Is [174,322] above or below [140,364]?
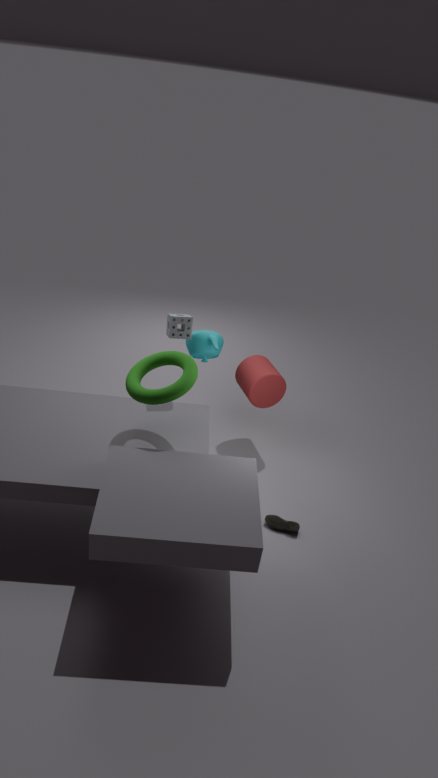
above
